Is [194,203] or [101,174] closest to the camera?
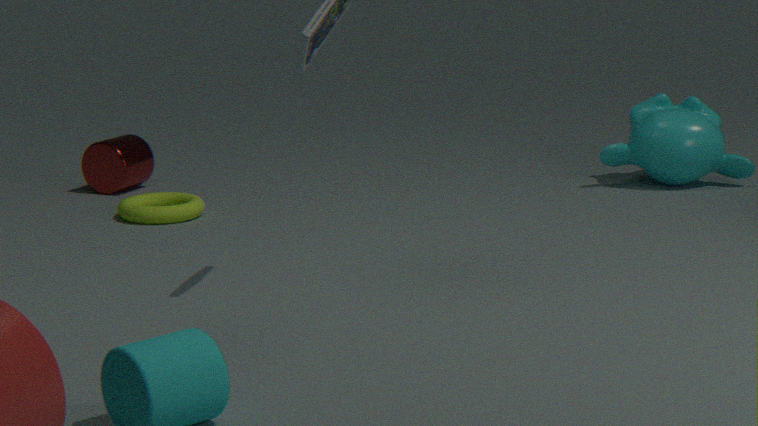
Result: [194,203]
